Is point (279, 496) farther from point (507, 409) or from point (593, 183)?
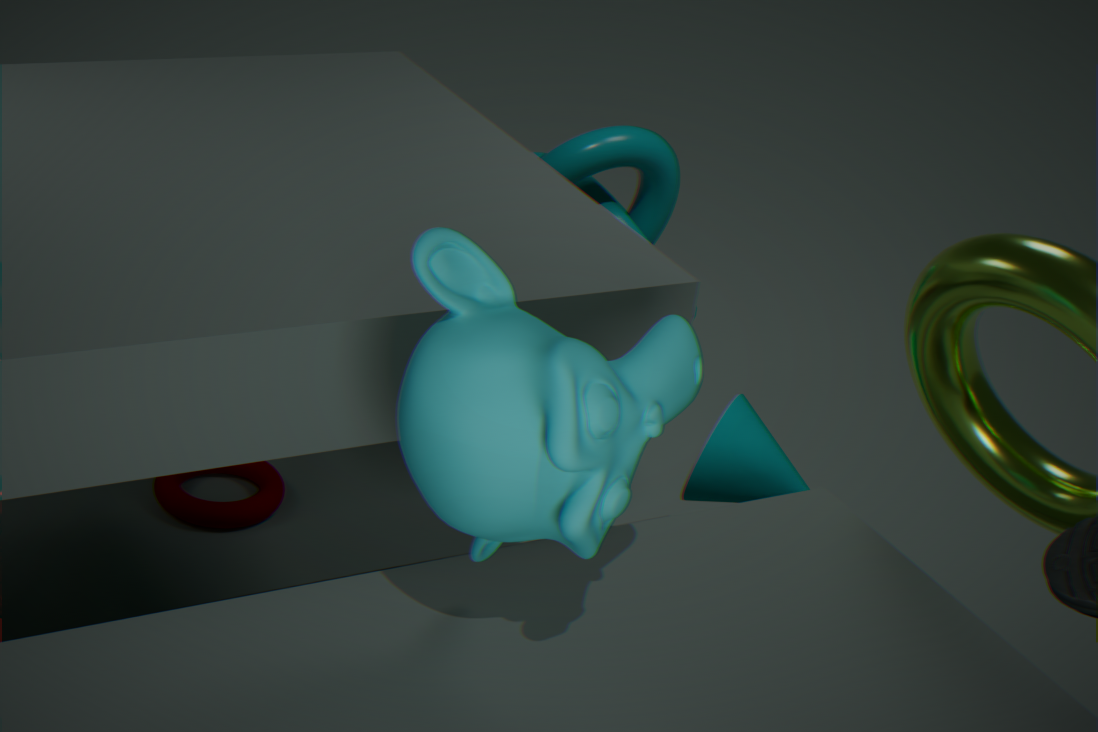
point (507, 409)
